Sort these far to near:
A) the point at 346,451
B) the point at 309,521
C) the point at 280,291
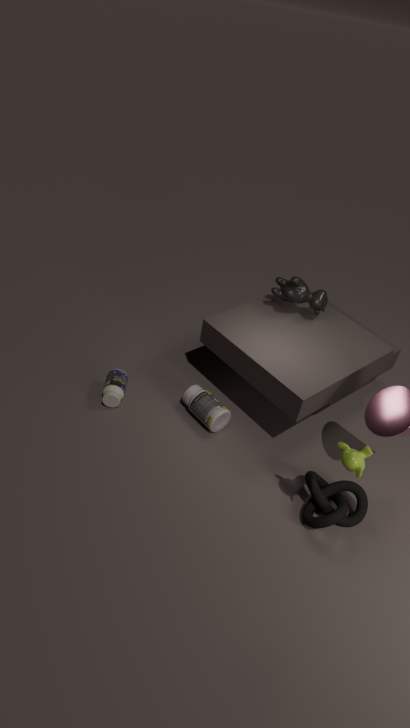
the point at 280,291, the point at 309,521, the point at 346,451
